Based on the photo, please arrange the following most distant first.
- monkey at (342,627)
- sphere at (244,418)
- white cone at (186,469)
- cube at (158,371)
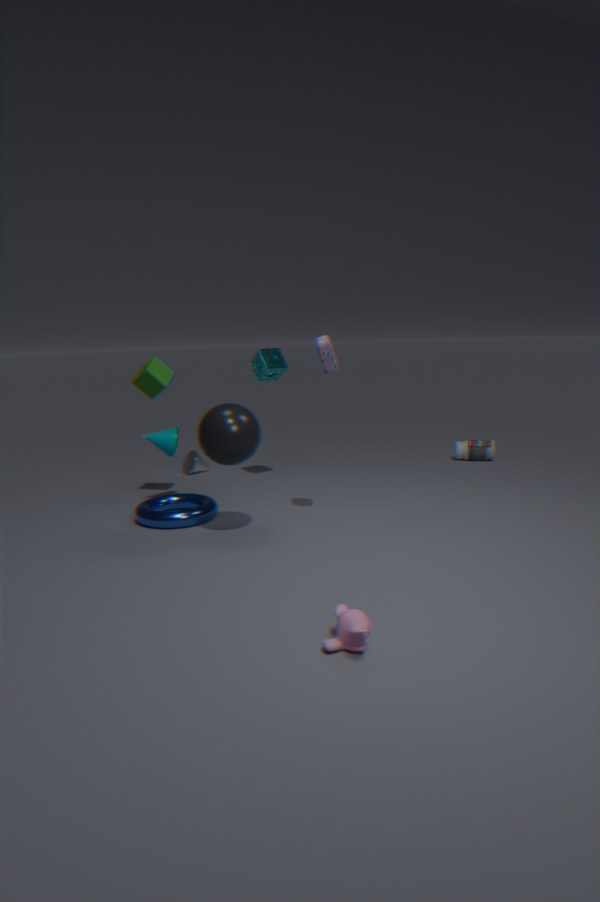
white cone at (186,469), cube at (158,371), sphere at (244,418), monkey at (342,627)
